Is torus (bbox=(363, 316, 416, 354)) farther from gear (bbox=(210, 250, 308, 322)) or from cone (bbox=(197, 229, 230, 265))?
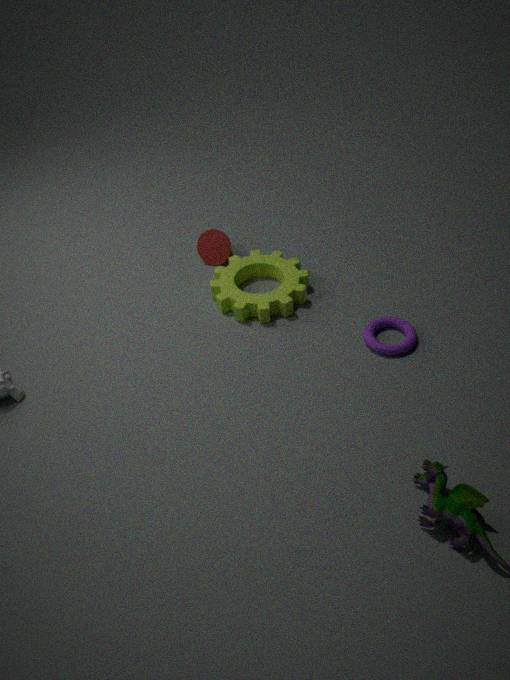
cone (bbox=(197, 229, 230, 265))
